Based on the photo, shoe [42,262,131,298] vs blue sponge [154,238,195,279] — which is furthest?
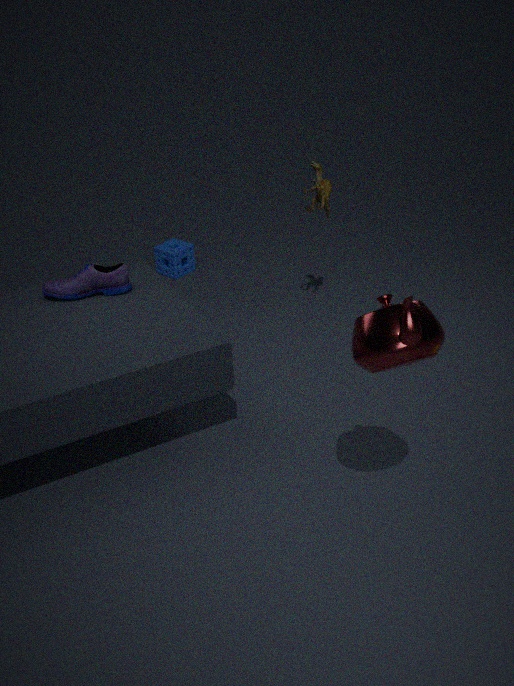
blue sponge [154,238,195,279]
